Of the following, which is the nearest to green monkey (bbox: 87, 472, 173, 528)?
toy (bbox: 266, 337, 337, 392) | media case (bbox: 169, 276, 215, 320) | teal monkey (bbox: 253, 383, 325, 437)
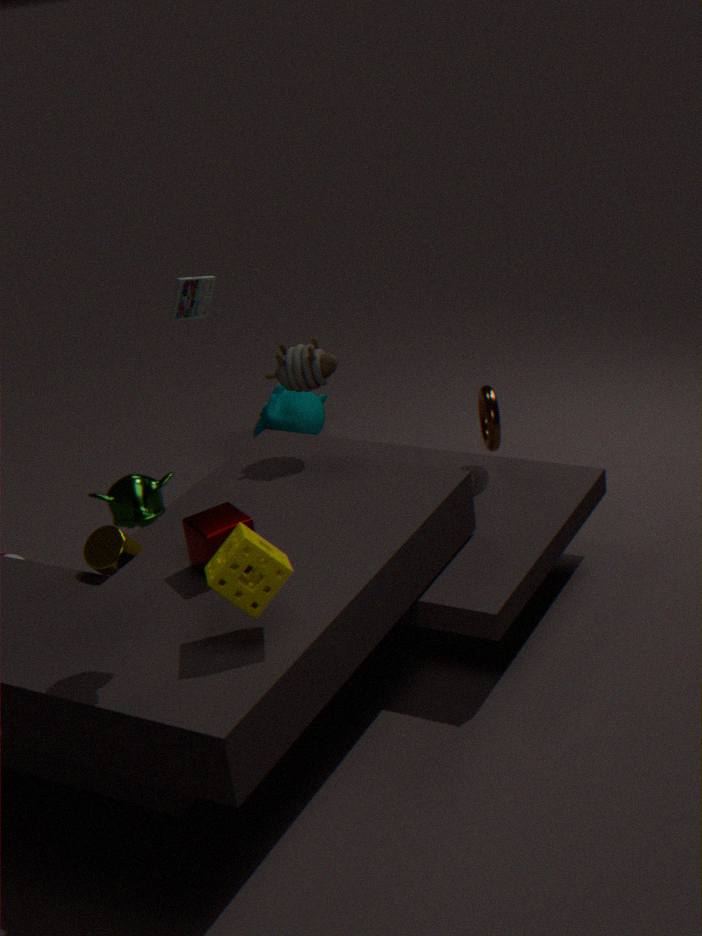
toy (bbox: 266, 337, 337, 392)
